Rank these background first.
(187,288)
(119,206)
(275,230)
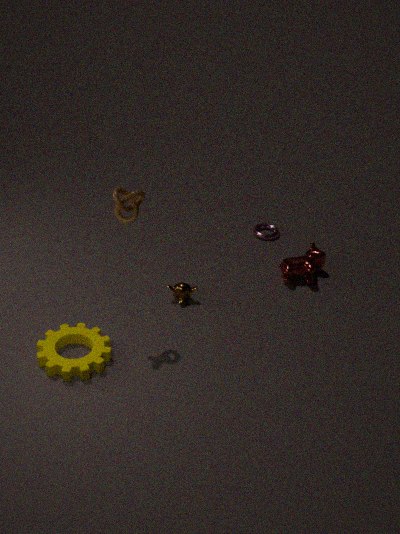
(275,230) → (187,288) → (119,206)
